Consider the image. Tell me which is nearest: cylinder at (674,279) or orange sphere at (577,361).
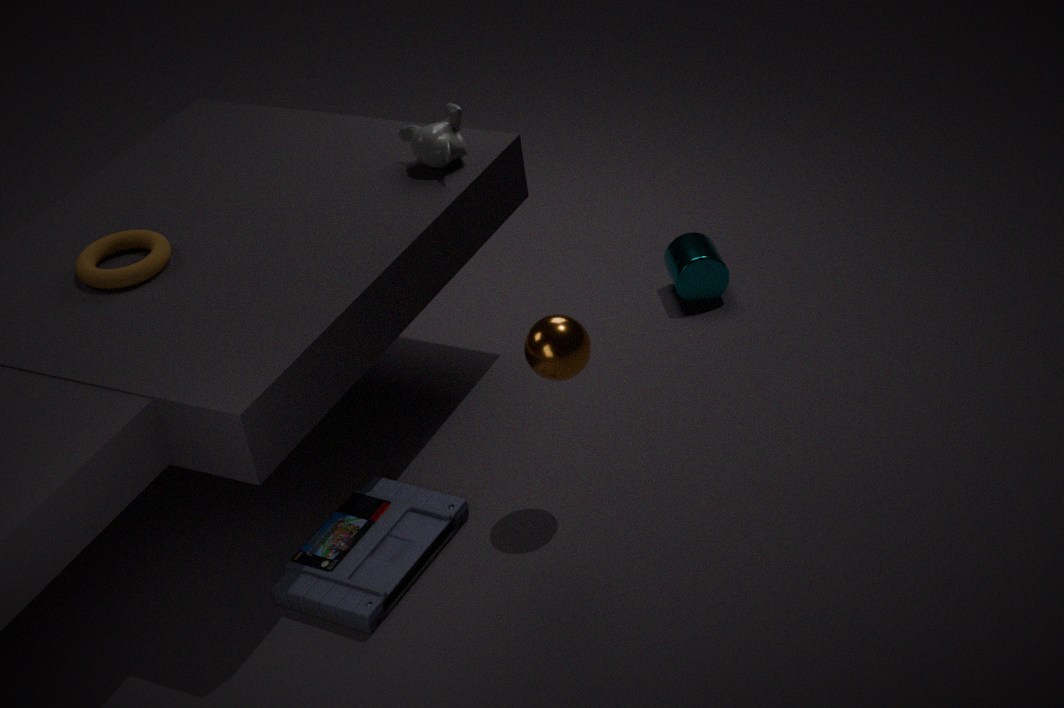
orange sphere at (577,361)
